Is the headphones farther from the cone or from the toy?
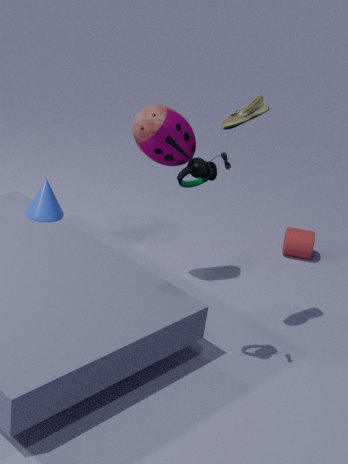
the cone
